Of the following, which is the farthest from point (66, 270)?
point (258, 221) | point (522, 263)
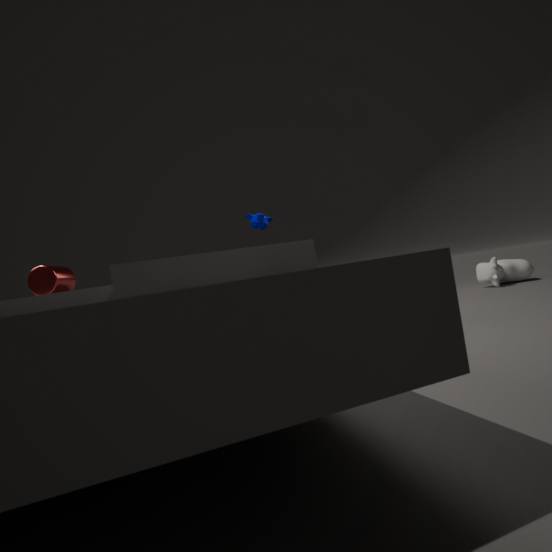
point (522, 263)
